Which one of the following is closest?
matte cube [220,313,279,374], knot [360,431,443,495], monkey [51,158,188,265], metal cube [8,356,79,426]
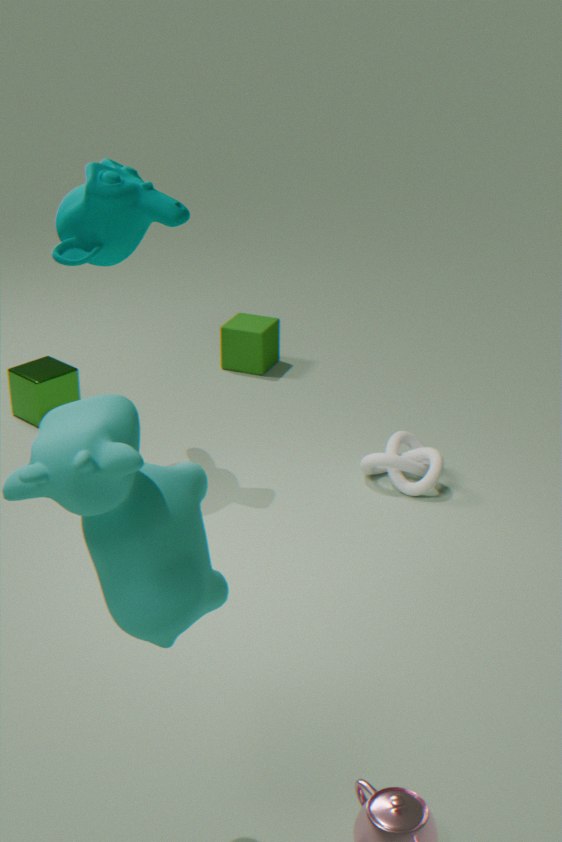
monkey [51,158,188,265]
